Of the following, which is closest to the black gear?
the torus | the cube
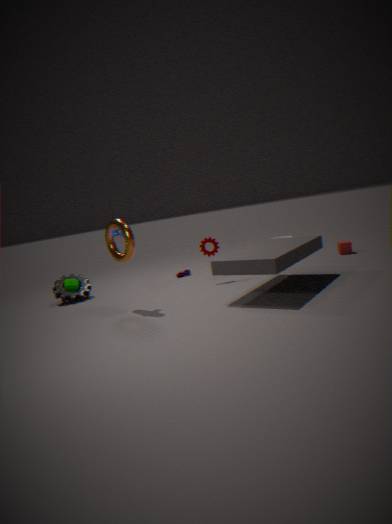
the torus
